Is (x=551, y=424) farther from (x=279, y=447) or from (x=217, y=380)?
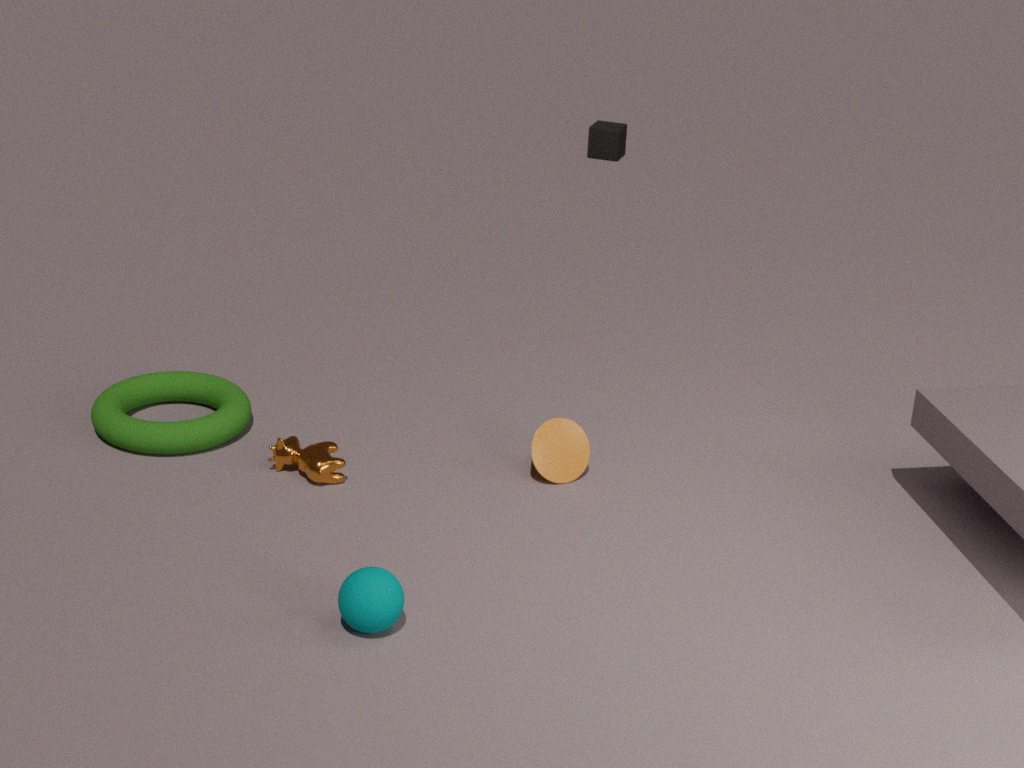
(x=217, y=380)
